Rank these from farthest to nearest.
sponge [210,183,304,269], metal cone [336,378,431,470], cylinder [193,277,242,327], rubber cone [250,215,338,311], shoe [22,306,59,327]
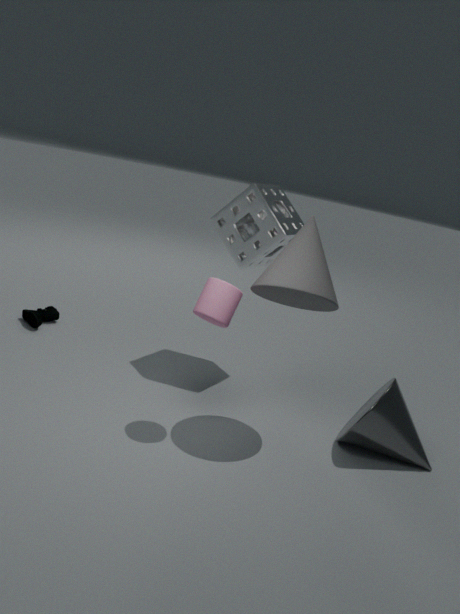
shoe [22,306,59,327], sponge [210,183,304,269], metal cone [336,378,431,470], cylinder [193,277,242,327], rubber cone [250,215,338,311]
